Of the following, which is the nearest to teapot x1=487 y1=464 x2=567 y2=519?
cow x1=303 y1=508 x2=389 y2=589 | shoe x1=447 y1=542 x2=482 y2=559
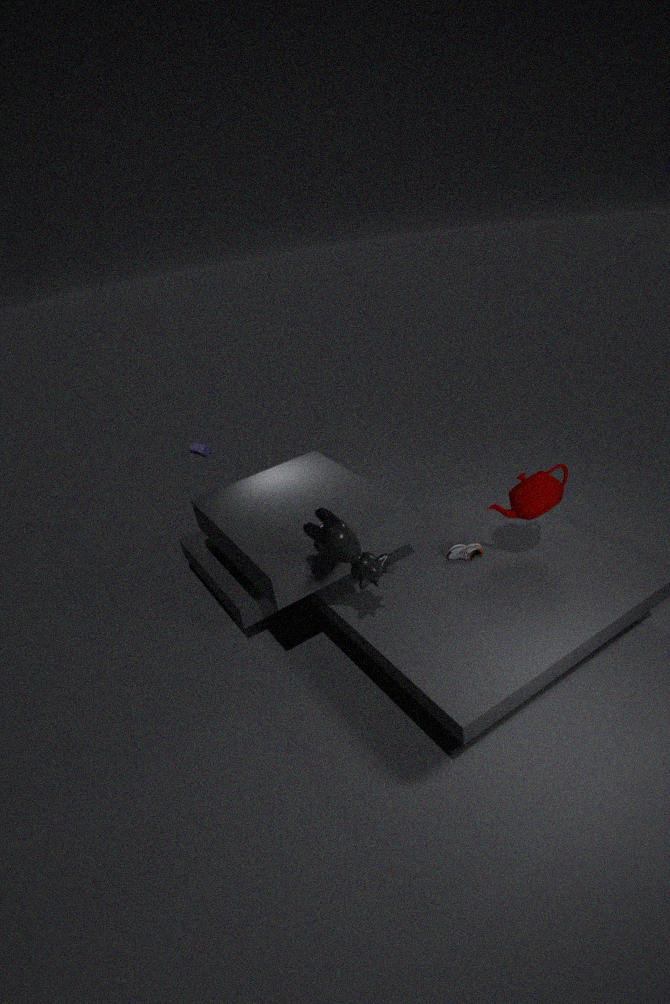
shoe x1=447 y1=542 x2=482 y2=559
